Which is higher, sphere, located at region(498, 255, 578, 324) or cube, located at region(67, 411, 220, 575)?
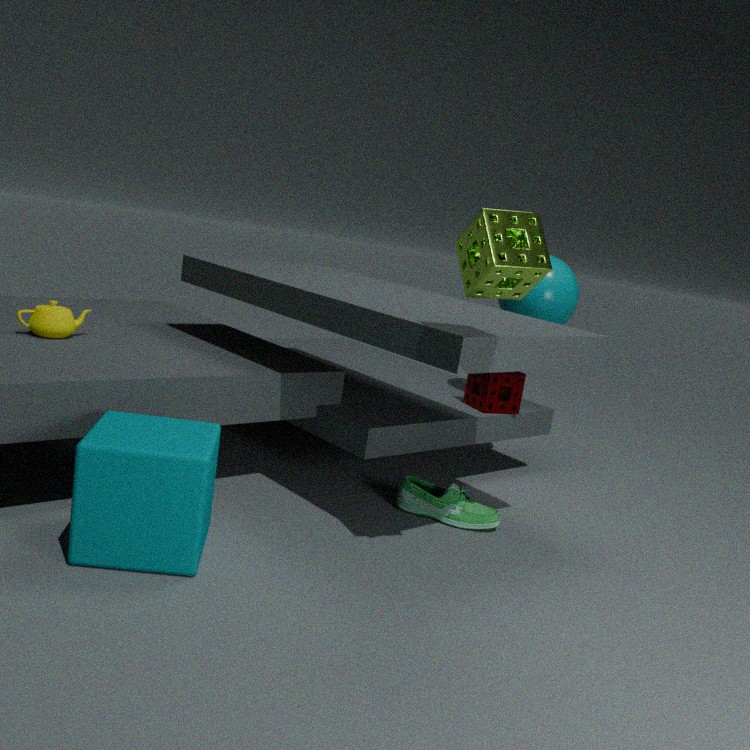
sphere, located at region(498, 255, 578, 324)
